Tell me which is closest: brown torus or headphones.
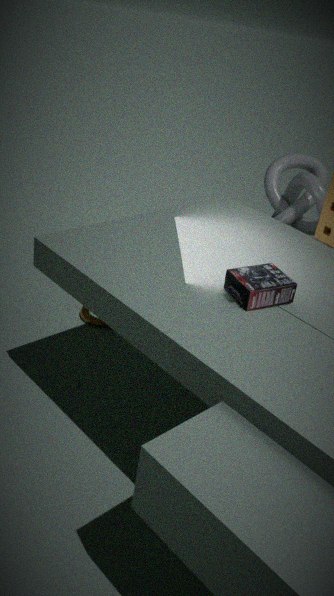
headphones
